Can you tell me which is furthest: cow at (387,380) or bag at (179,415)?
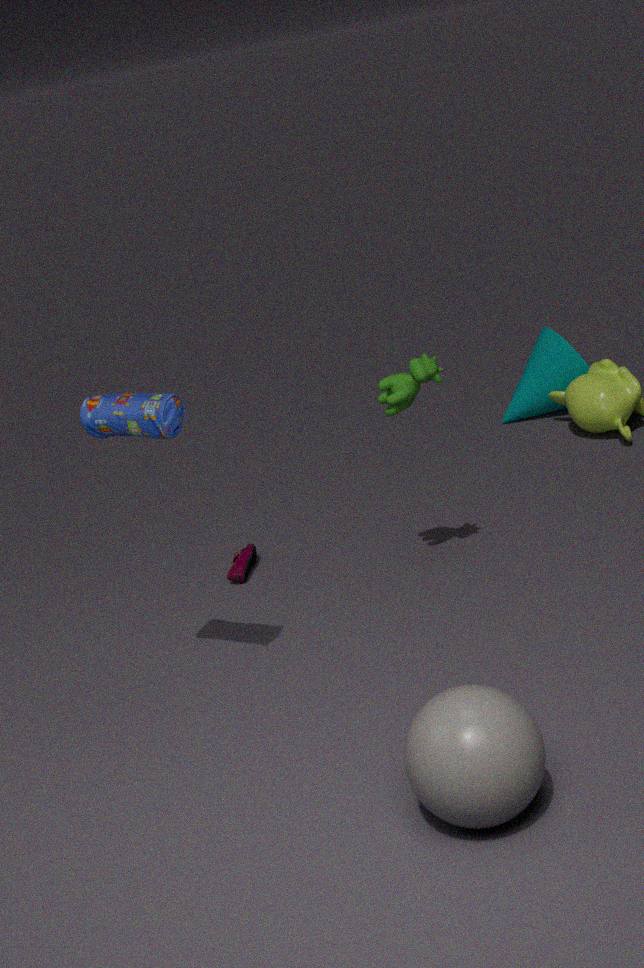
cow at (387,380)
